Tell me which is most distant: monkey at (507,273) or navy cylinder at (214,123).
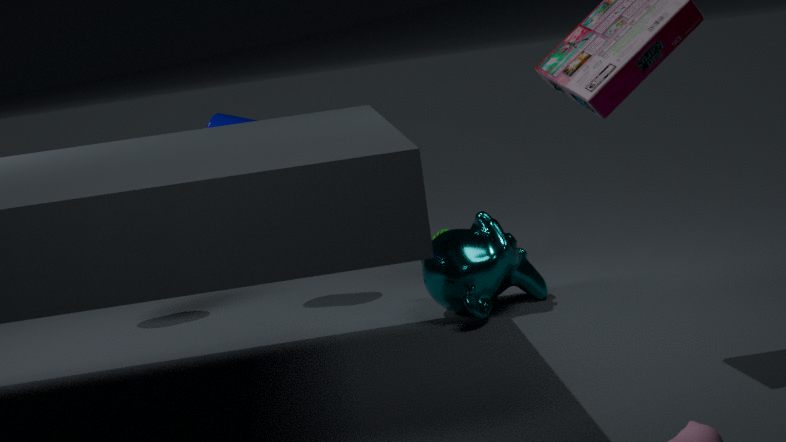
navy cylinder at (214,123)
